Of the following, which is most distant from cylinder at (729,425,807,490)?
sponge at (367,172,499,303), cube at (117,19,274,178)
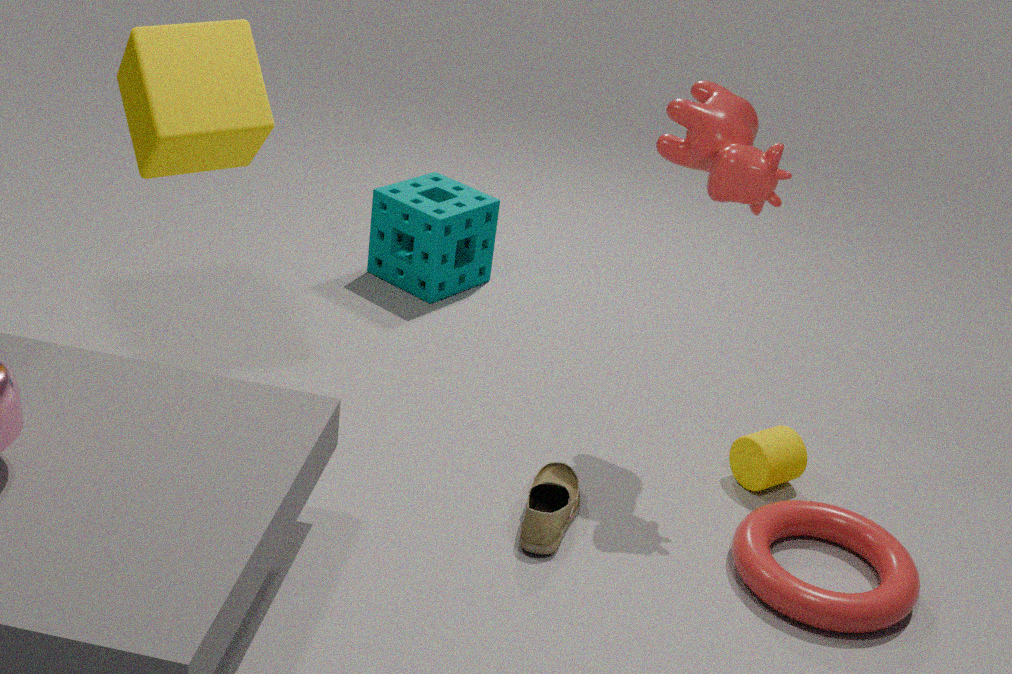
cube at (117,19,274,178)
